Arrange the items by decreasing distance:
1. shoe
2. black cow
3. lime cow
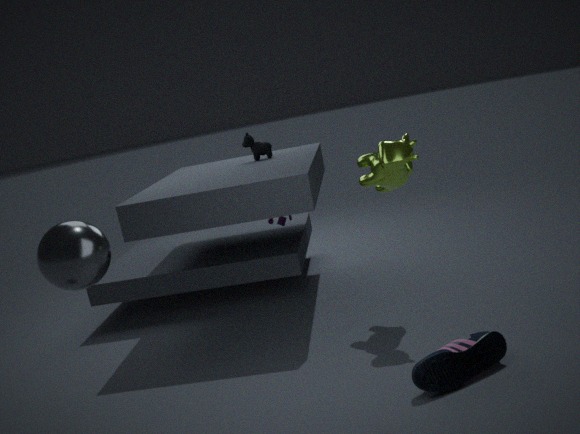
black cow → lime cow → shoe
